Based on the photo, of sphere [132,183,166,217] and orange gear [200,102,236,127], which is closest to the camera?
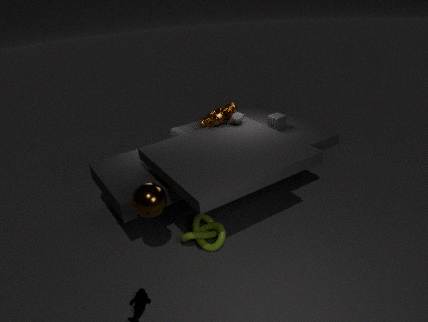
sphere [132,183,166,217]
